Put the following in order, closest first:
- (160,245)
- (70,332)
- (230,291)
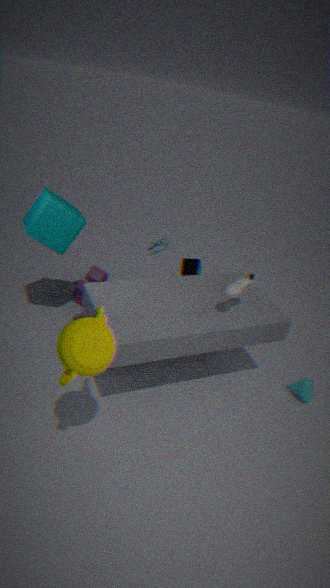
(70,332), (230,291), (160,245)
